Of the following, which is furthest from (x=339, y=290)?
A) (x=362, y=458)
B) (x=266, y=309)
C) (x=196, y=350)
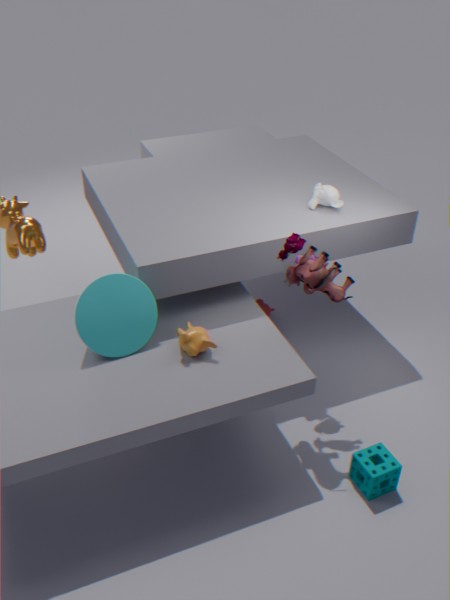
(x=266, y=309)
